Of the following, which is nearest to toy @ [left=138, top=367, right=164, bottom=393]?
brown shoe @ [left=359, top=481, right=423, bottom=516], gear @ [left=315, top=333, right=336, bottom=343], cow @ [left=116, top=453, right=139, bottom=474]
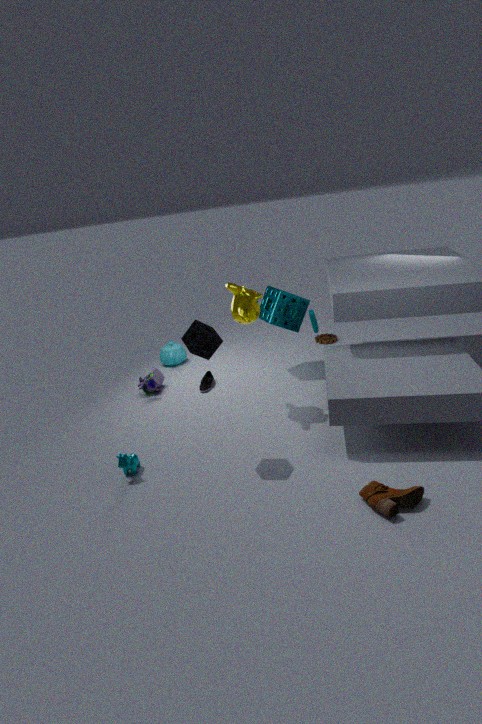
cow @ [left=116, top=453, right=139, bottom=474]
